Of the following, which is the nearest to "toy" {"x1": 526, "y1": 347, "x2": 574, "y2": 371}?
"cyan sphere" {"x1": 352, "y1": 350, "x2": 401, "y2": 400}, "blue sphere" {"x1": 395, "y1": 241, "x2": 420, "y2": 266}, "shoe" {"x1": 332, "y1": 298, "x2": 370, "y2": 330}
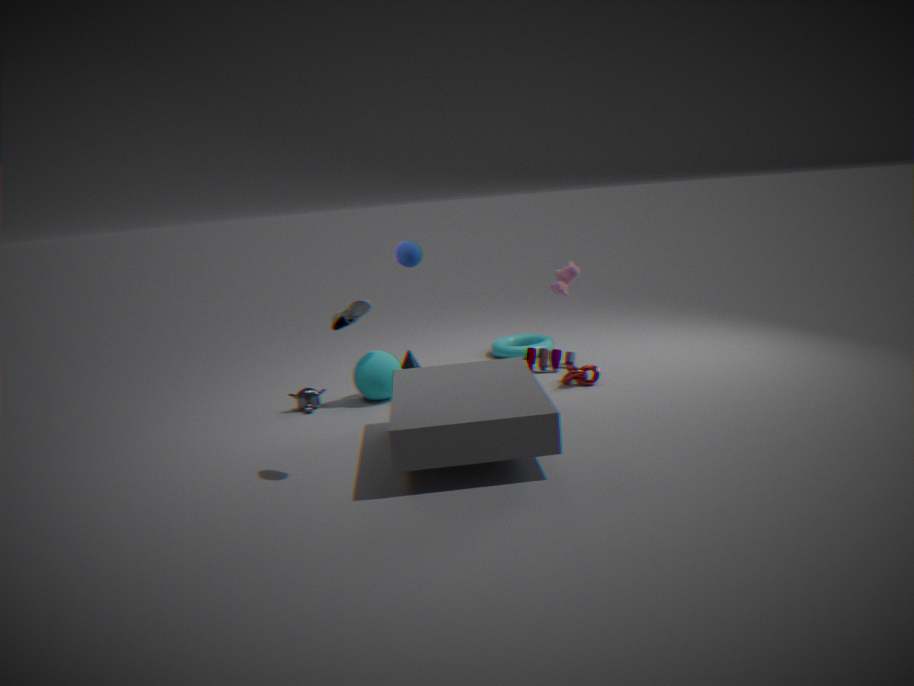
"cyan sphere" {"x1": 352, "y1": 350, "x2": 401, "y2": 400}
